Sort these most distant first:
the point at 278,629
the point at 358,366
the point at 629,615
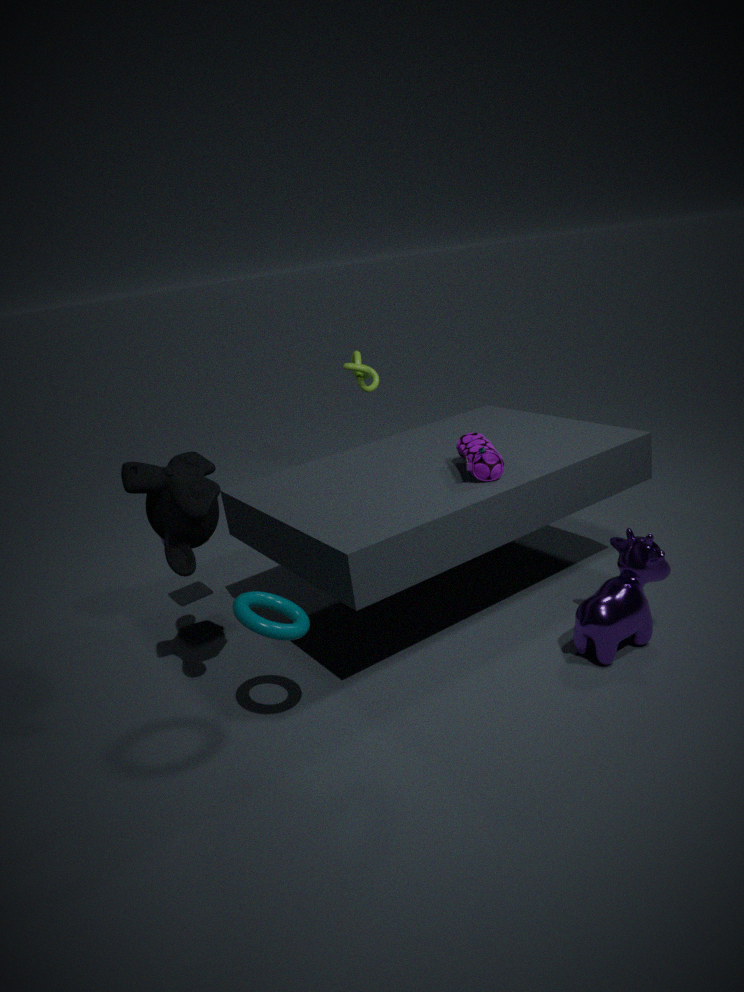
1. the point at 358,366
2. the point at 629,615
3. the point at 278,629
